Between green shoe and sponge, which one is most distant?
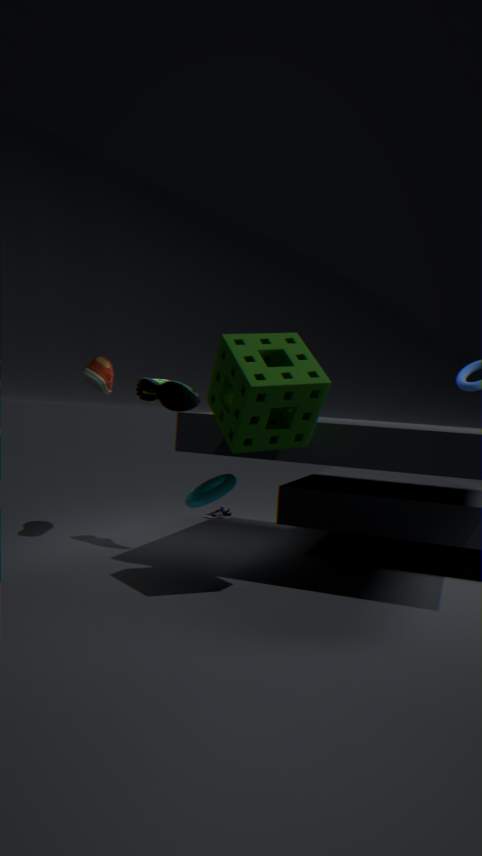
green shoe
